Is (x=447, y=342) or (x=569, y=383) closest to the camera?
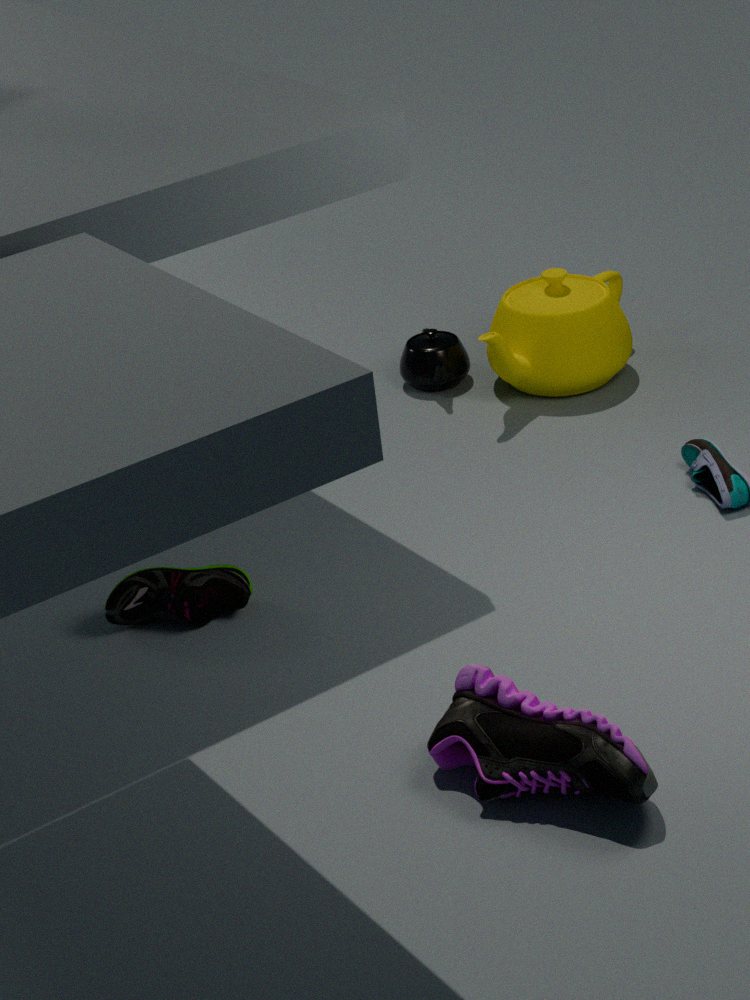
(x=569, y=383)
